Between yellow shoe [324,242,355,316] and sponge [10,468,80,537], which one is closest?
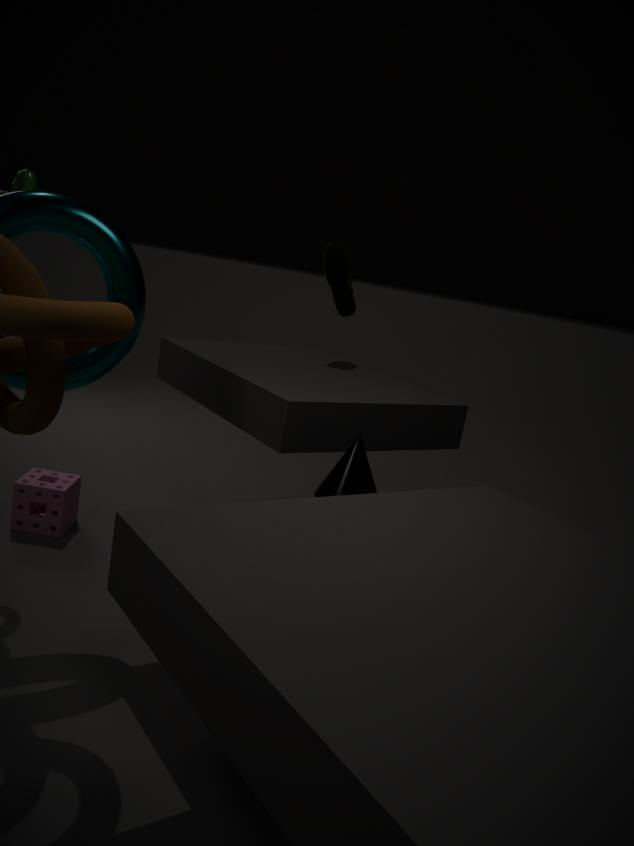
sponge [10,468,80,537]
